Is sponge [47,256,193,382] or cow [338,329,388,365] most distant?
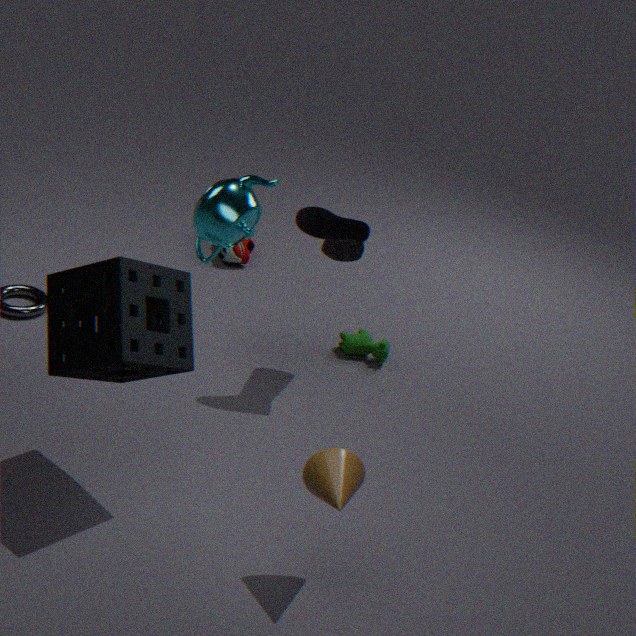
cow [338,329,388,365]
